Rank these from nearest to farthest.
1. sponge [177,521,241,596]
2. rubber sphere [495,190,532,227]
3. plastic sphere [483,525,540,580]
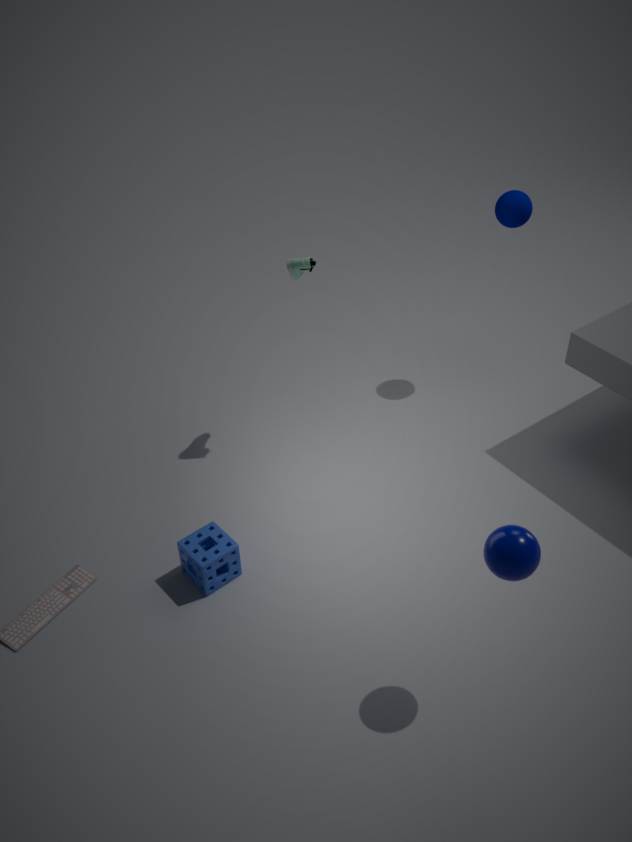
plastic sphere [483,525,540,580]
sponge [177,521,241,596]
rubber sphere [495,190,532,227]
